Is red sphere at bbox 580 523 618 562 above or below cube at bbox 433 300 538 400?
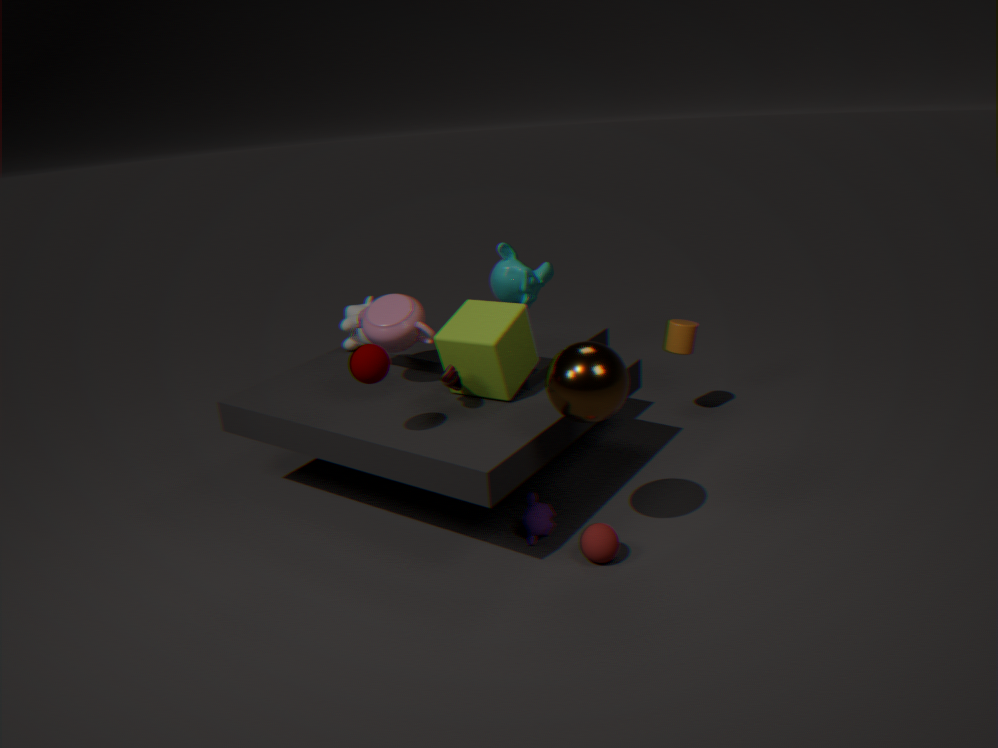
below
